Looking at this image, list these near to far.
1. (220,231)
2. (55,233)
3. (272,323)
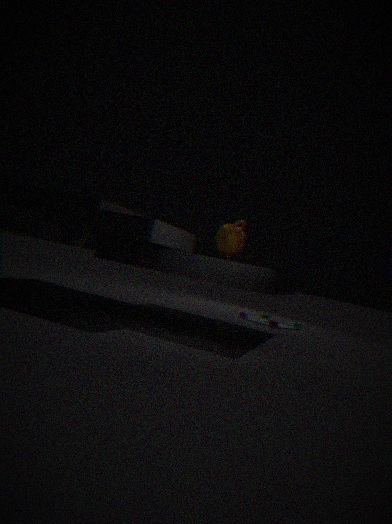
1. (55,233)
2. (220,231)
3. (272,323)
